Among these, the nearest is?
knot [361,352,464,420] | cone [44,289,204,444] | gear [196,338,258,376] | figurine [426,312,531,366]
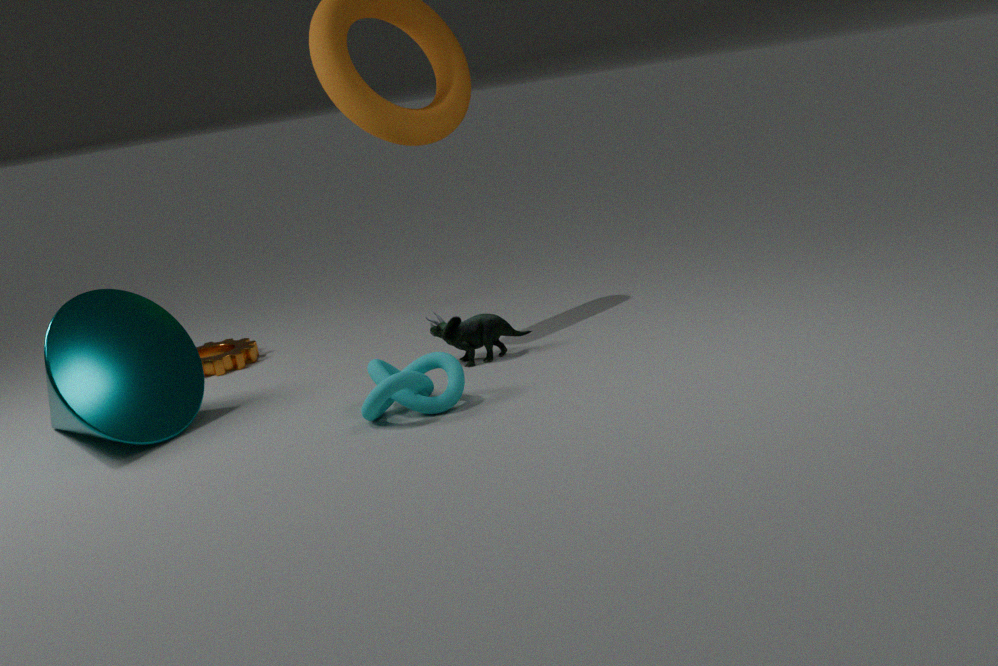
knot [361,352,464,420]
